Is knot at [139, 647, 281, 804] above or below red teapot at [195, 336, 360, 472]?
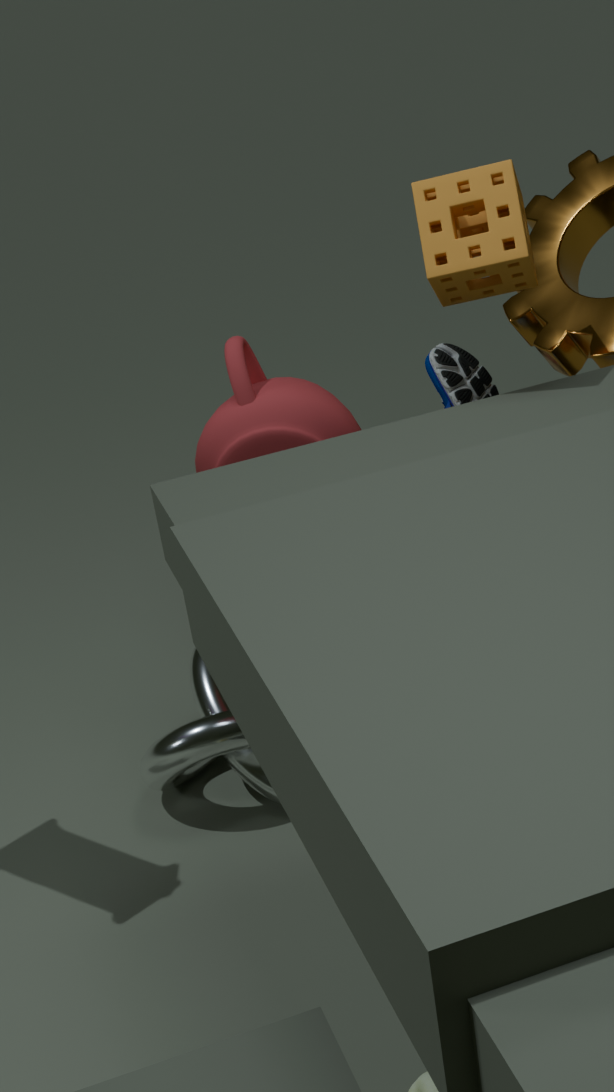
below
